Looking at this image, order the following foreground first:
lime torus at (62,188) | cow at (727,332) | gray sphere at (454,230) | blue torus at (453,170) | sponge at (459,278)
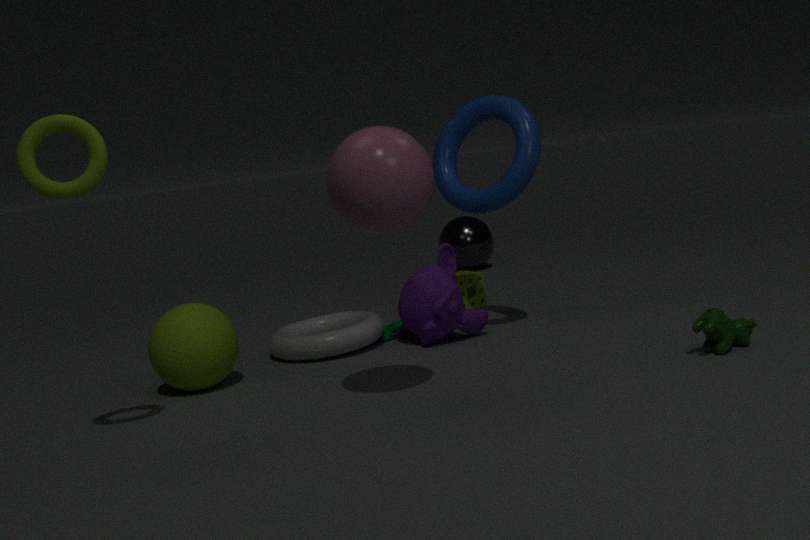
1. lime torus at (62,188)
2. cow at (727,332)
3. blue torus at (453,170)
4. sponge at (459,278)
5. gray sphere at (454,230)
